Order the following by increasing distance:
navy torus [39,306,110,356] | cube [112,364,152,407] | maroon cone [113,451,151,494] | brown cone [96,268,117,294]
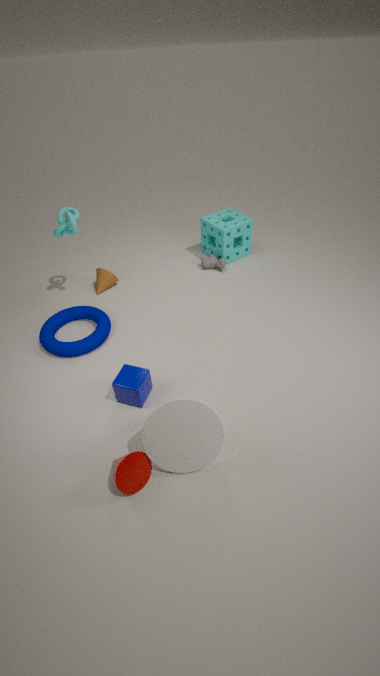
maroon cone [113,451,151,494]
cube [112,364,152,407]
navy torus [39,306,110,356]
brown cone [96,268,117,294]
